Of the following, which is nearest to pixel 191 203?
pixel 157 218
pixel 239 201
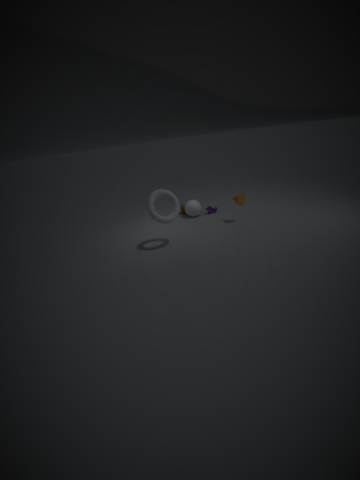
pixel 239 201
